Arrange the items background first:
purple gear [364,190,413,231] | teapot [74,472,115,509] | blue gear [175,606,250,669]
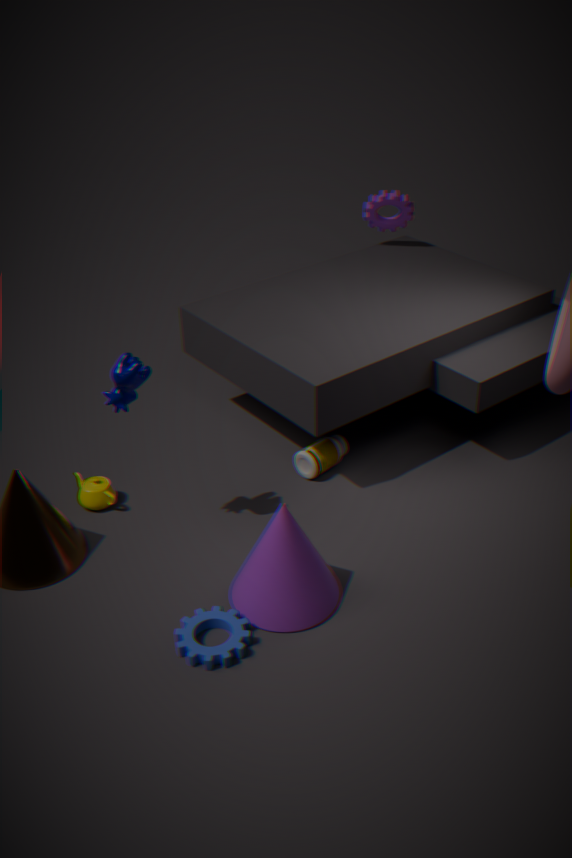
purple gear [364,190,413,231], teapot [74,472,115,509], blue gear [175,606,250,669]
